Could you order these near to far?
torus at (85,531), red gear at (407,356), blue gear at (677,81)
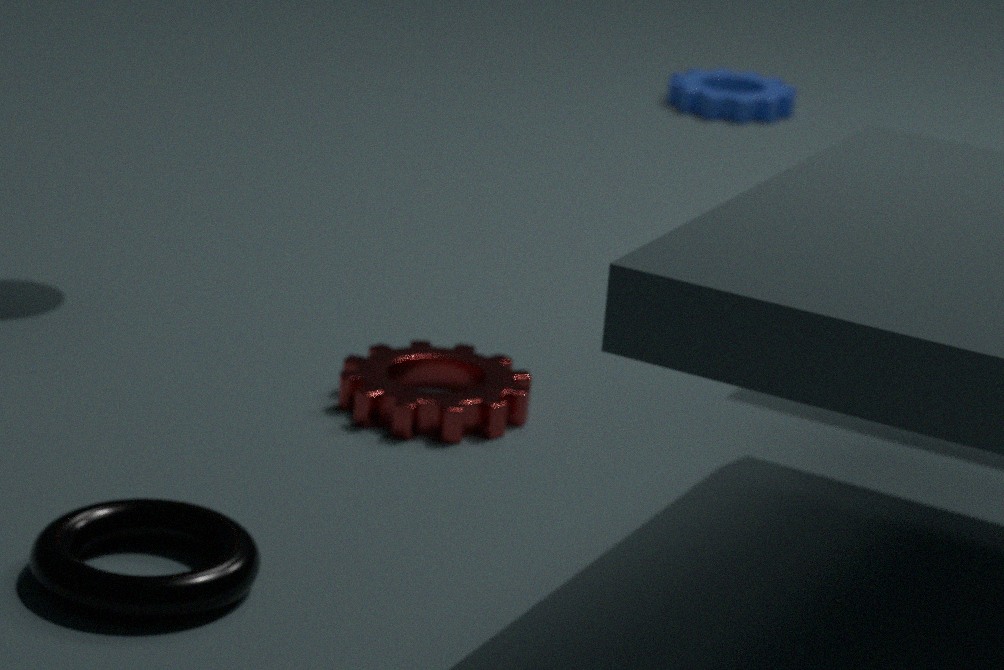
torus at (85,531) < red gear at (407,356) < blue gear at (677,81)
